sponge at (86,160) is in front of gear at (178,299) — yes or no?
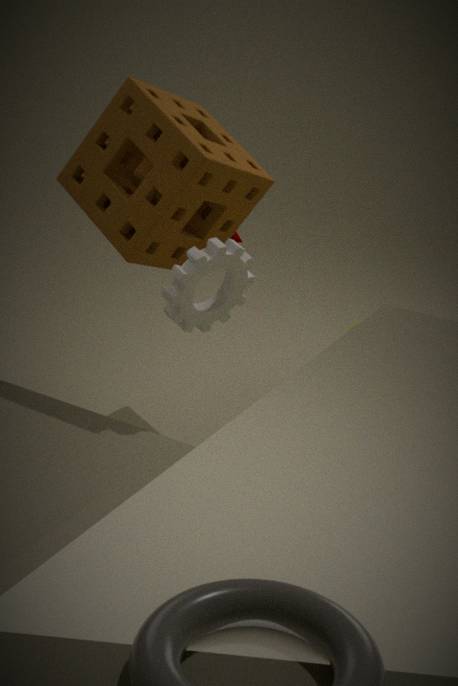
No
